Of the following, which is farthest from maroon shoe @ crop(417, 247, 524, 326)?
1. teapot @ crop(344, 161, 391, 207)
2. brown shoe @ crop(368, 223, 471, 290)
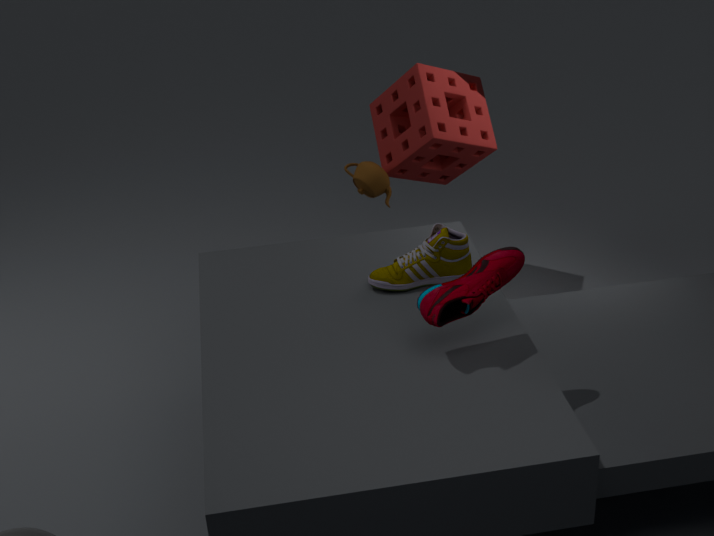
teapot @ crop(344, 161, 391, 207)
